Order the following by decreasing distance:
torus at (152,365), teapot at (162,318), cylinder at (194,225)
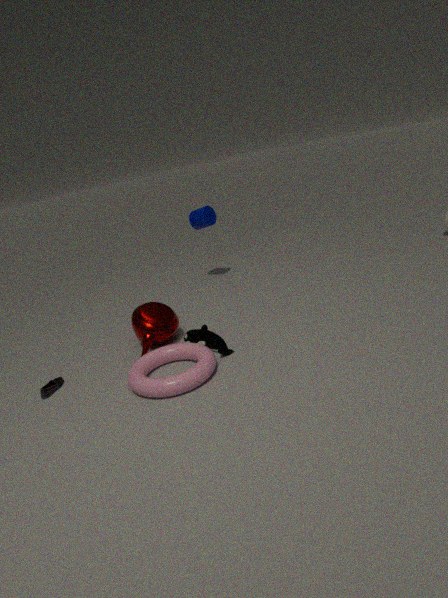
cylinder at (194,225) → teapot at (162,318) → torus at (152,365)
